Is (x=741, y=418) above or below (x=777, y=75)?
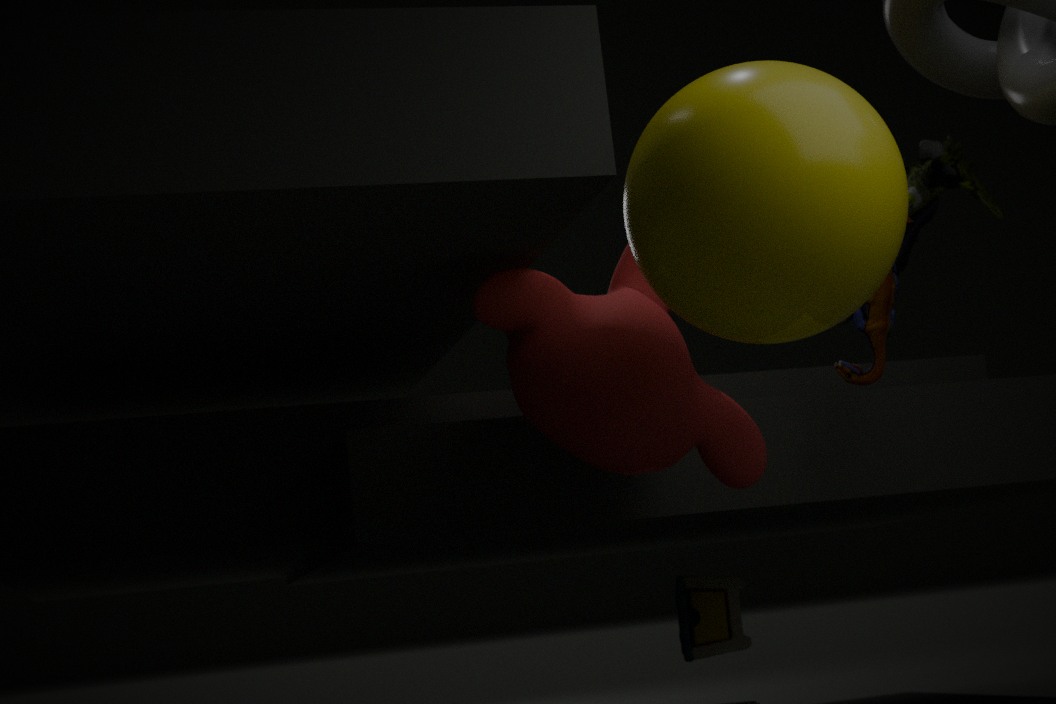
below
